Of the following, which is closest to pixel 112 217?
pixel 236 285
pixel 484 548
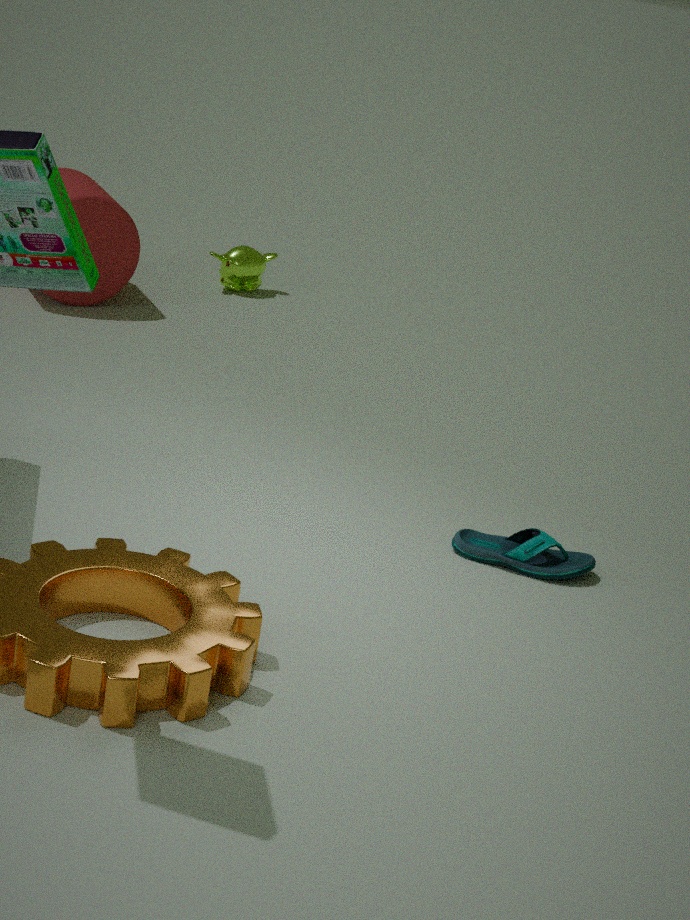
pixel 236 285
